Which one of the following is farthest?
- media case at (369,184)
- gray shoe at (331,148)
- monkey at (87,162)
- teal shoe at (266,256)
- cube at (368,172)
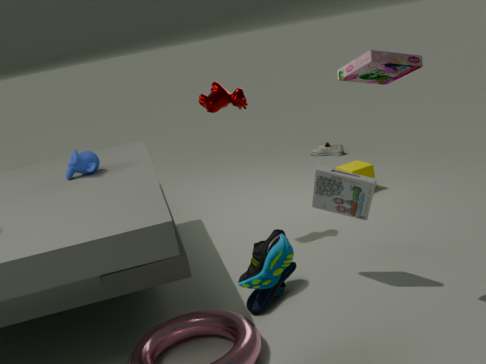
gray shoe at (331,148)
